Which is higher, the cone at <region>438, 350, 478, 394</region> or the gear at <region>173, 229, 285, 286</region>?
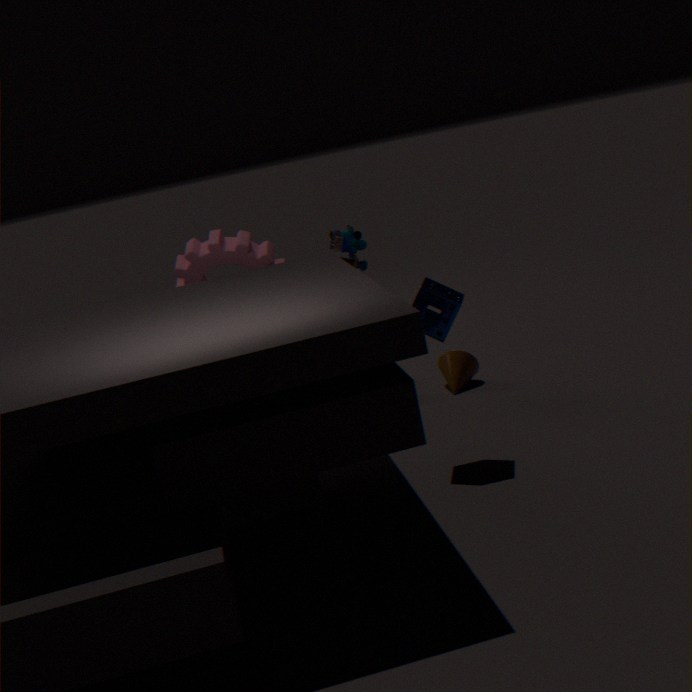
the gear at <region>173, 229, 285, 286</region>
